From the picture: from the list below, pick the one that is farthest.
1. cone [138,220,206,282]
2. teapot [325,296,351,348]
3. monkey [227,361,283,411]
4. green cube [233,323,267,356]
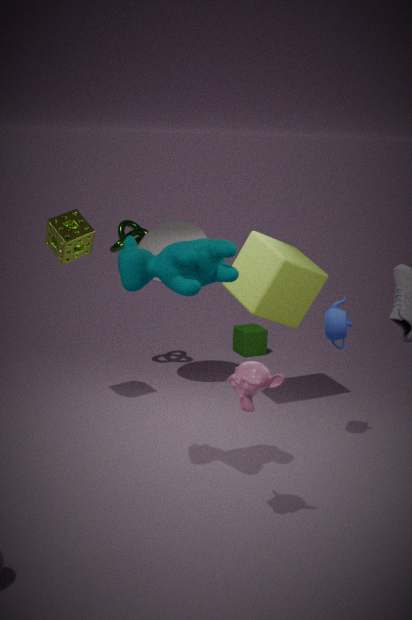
green cube [233,323,267,356]
